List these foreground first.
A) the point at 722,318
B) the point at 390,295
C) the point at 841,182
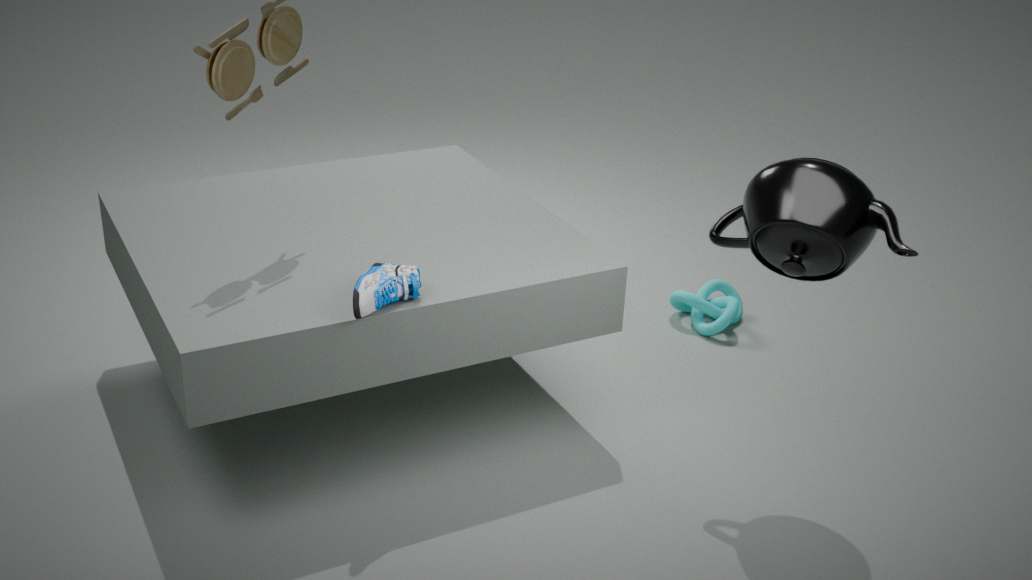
the point at 841,182 → the point at 390,295 → the point at 722,318
